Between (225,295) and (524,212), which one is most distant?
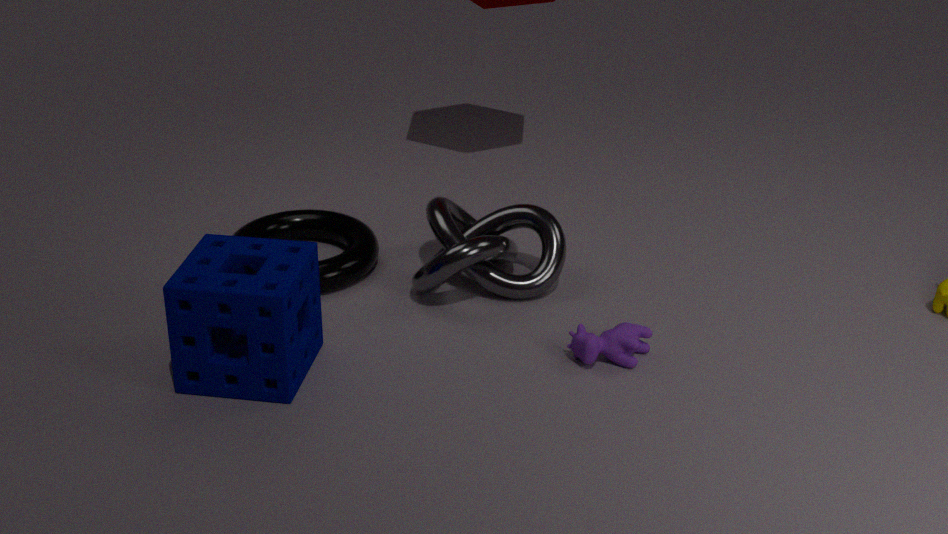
(524,212)
